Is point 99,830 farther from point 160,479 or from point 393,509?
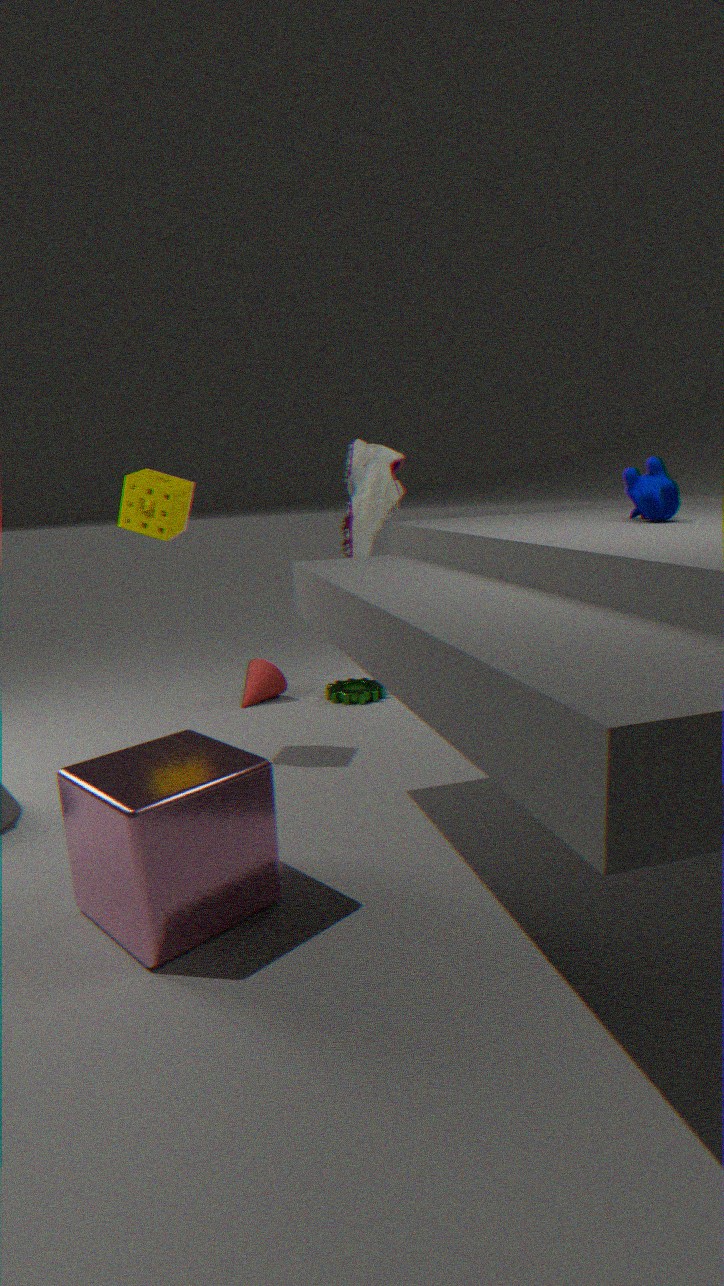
point 393,509
